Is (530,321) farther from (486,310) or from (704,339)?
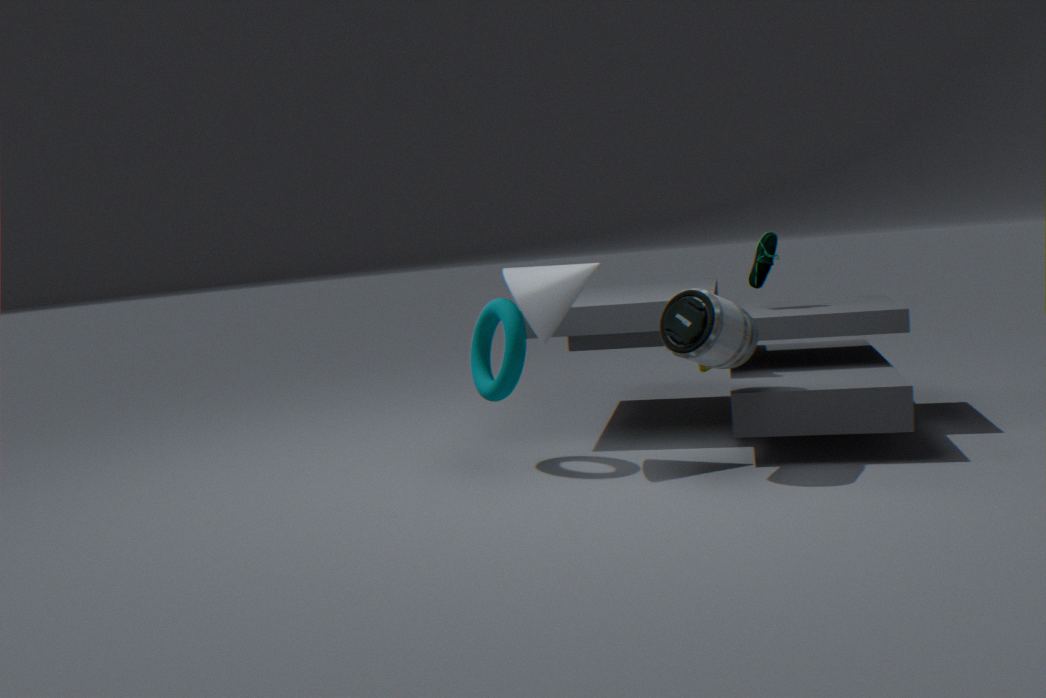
(704,339)
